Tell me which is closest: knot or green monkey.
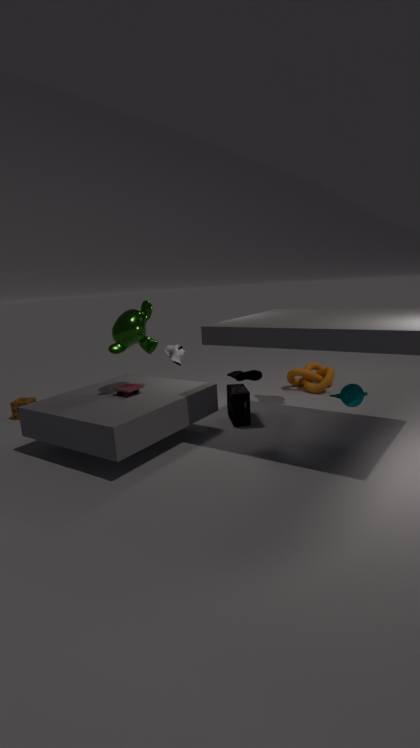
green monkey
